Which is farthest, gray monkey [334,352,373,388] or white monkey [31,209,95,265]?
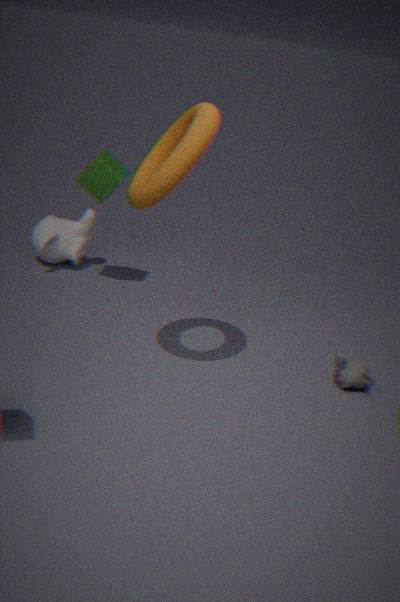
white monkey [31,209,95,265]
